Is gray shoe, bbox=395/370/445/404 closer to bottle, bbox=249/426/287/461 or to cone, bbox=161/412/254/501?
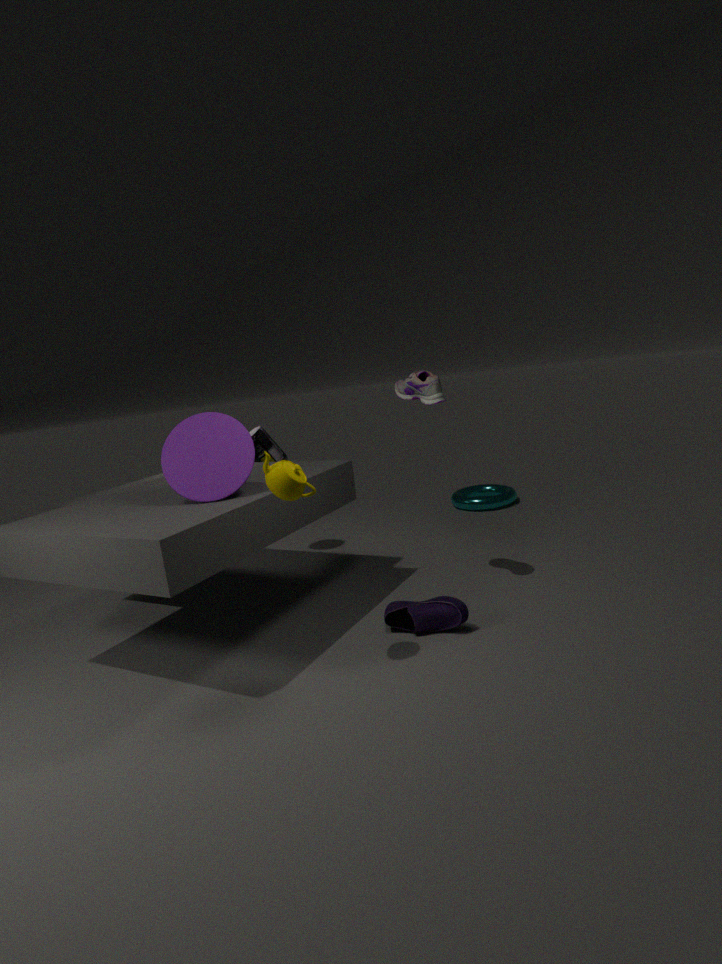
cone, bbox=161/412/254/501
